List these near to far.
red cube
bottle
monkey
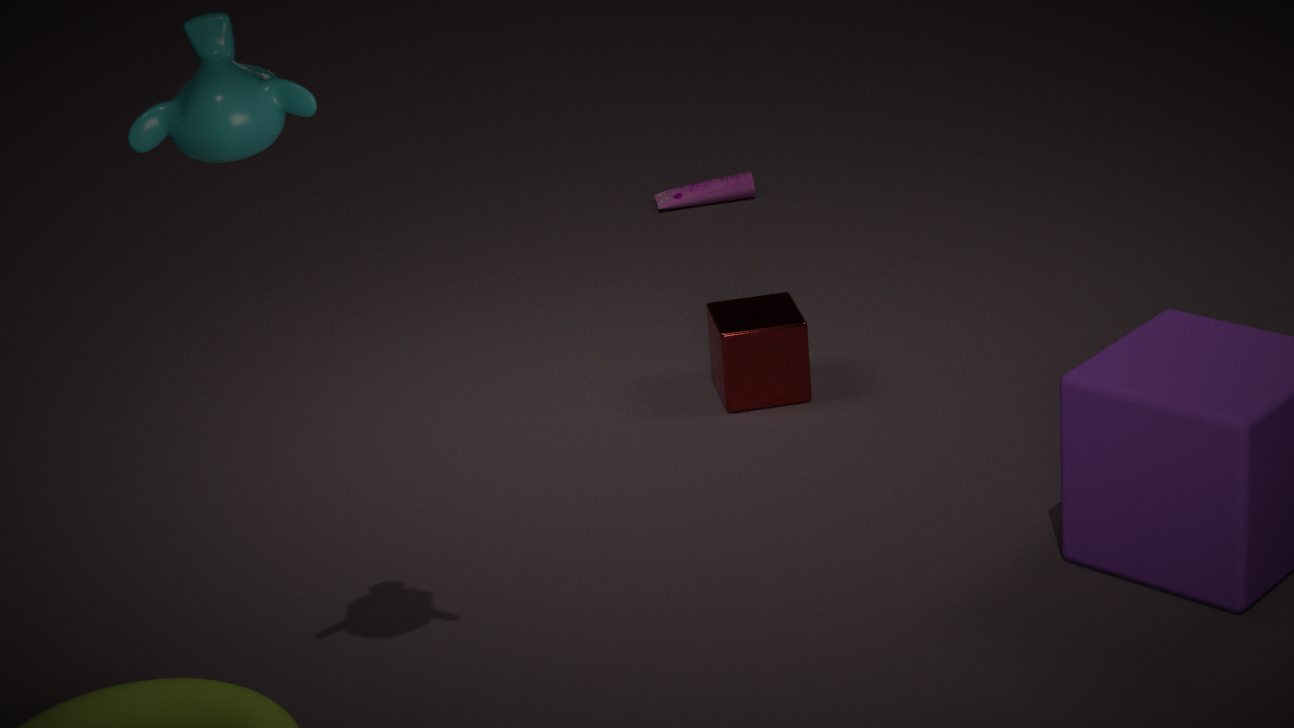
monkey, red cube, bottle
